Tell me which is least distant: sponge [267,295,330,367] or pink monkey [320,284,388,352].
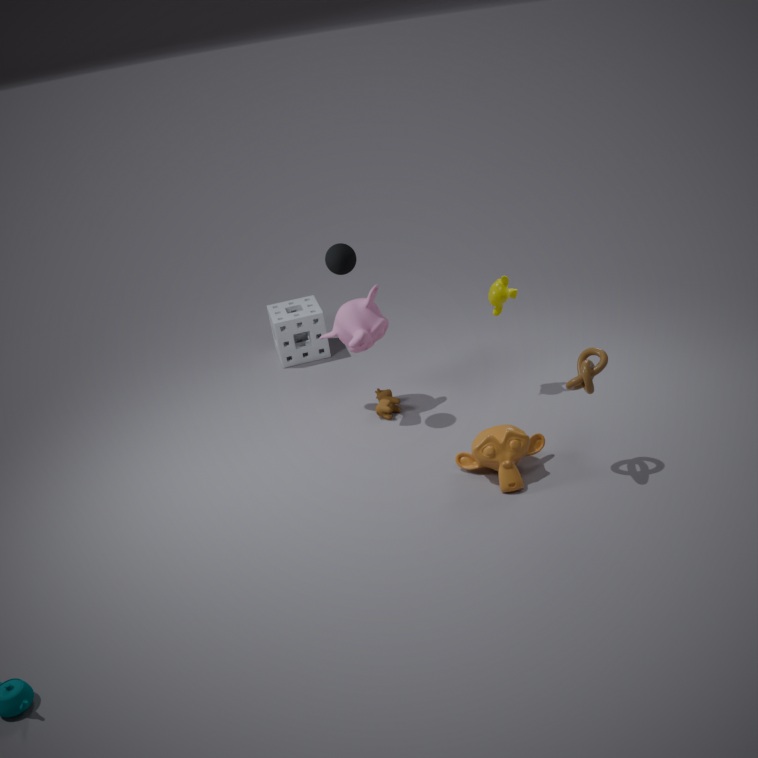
pink monkey [320,284,388,352]
